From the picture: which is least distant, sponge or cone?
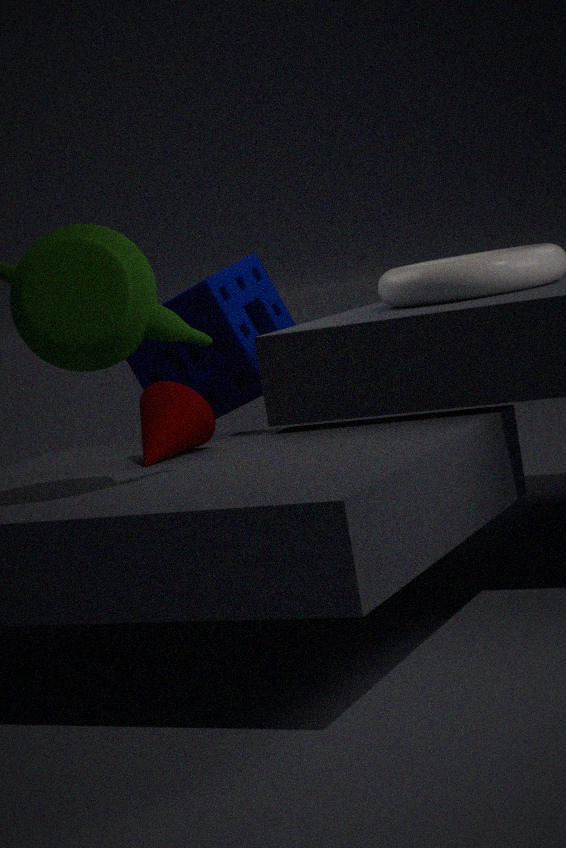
cone
